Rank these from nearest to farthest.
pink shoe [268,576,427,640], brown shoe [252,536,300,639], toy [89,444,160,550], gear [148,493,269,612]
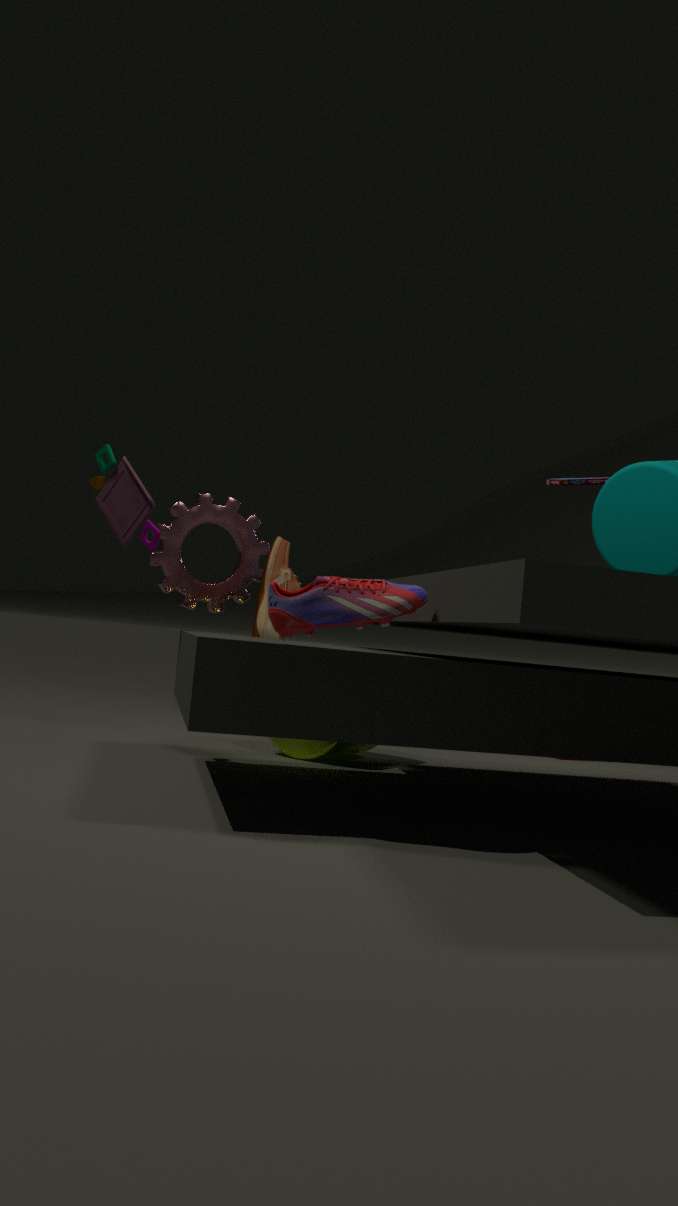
pink shoe [268,576,427,640] → toy [89,444,160,550] → brown shoe [252,536,300,639] → gear [148,493,269,612]
